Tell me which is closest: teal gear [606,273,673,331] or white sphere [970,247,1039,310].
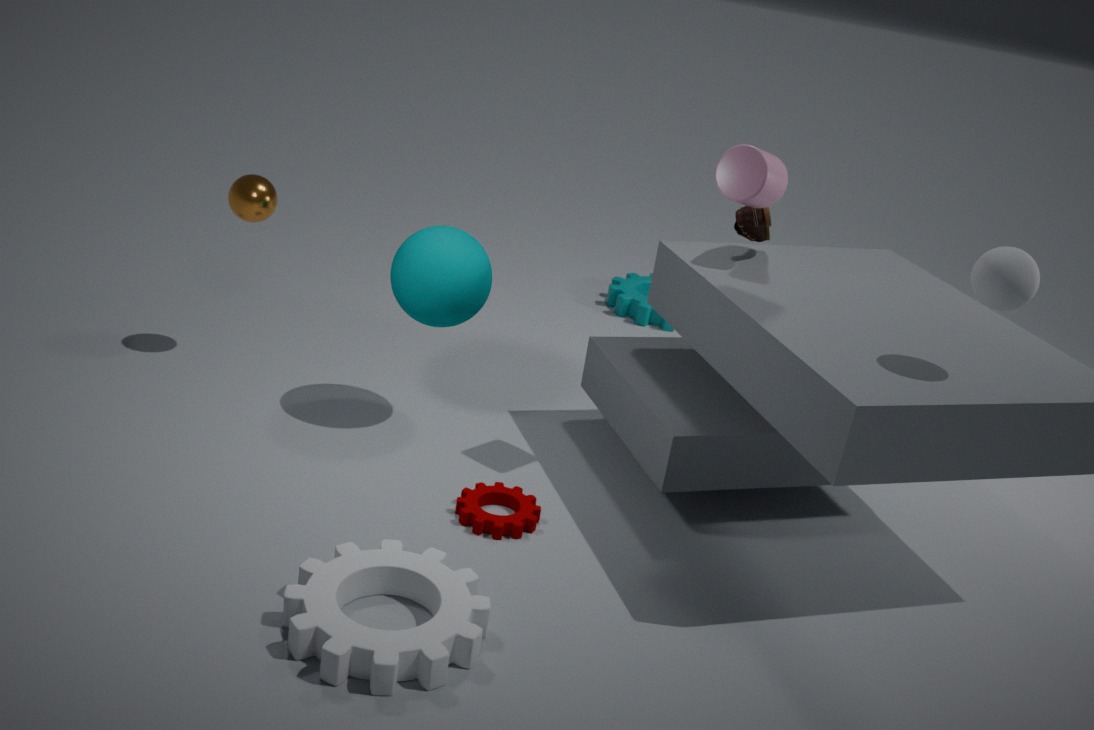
white sphere [970,247,1039,310]
